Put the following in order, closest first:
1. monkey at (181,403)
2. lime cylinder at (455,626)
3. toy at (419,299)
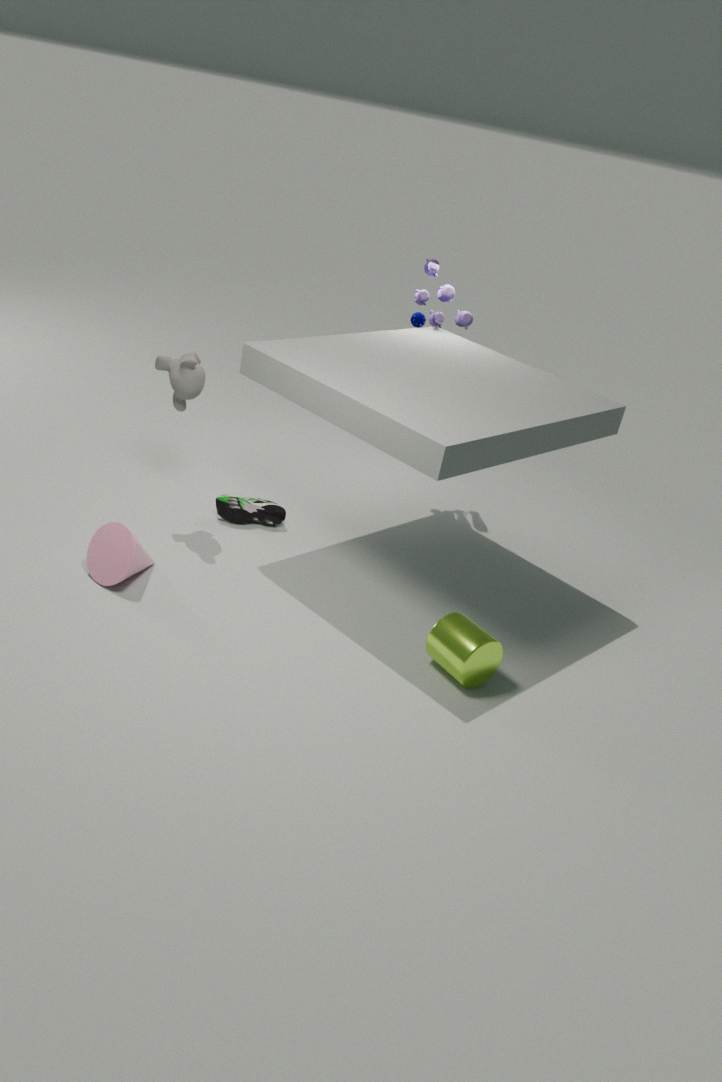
lime cylinder at (455,626) → monkey at (181,403) → toy at (419,299)
